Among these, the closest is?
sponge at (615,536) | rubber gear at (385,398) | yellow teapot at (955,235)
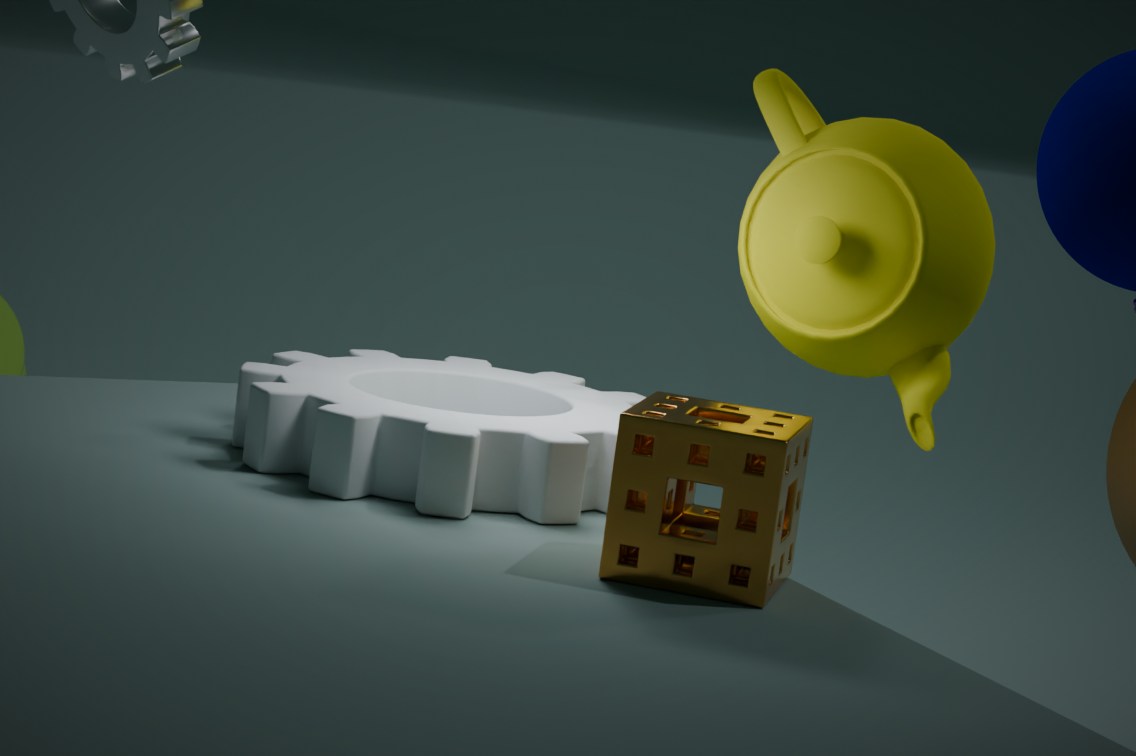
sponge at (615,536)
